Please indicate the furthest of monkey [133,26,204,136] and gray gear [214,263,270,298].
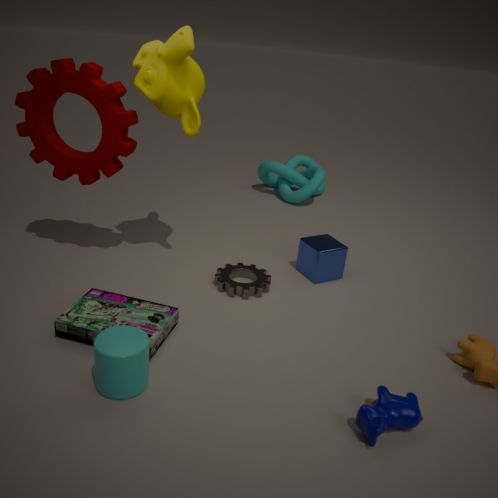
gray gear [214,263,270,298]
